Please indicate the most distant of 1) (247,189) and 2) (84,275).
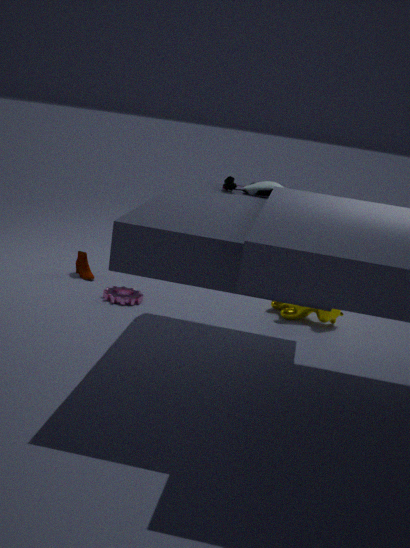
2. (84,275)
